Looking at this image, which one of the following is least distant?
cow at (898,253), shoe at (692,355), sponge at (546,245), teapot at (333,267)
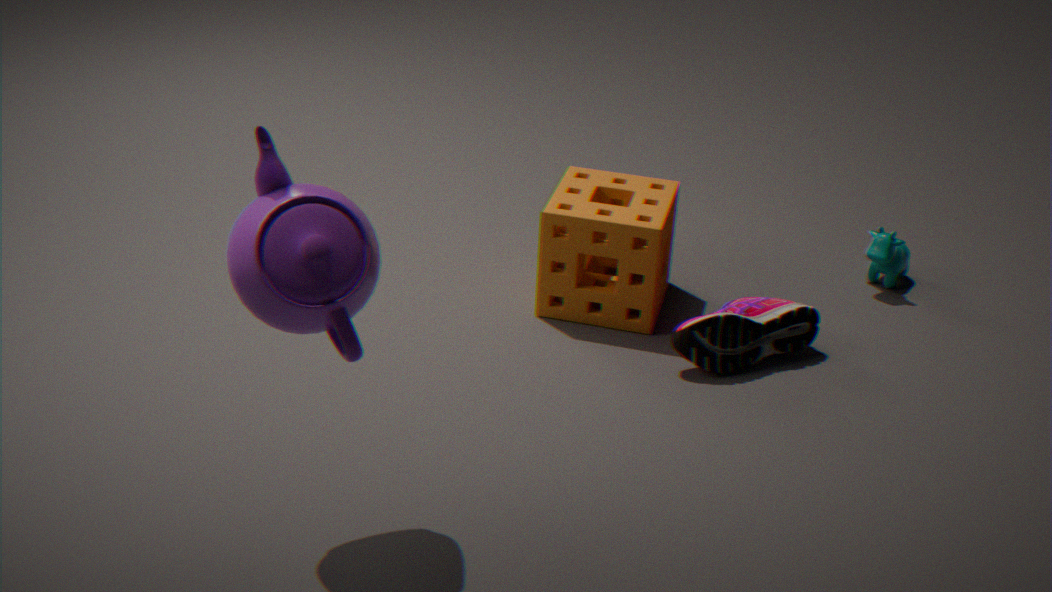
teapot at (333,267)
